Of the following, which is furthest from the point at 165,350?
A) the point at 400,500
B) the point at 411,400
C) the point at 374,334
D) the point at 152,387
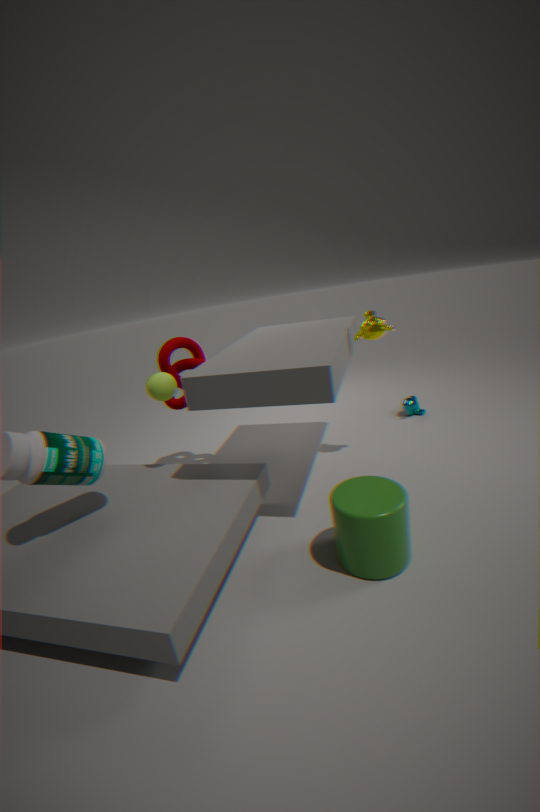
the point at 411,400
